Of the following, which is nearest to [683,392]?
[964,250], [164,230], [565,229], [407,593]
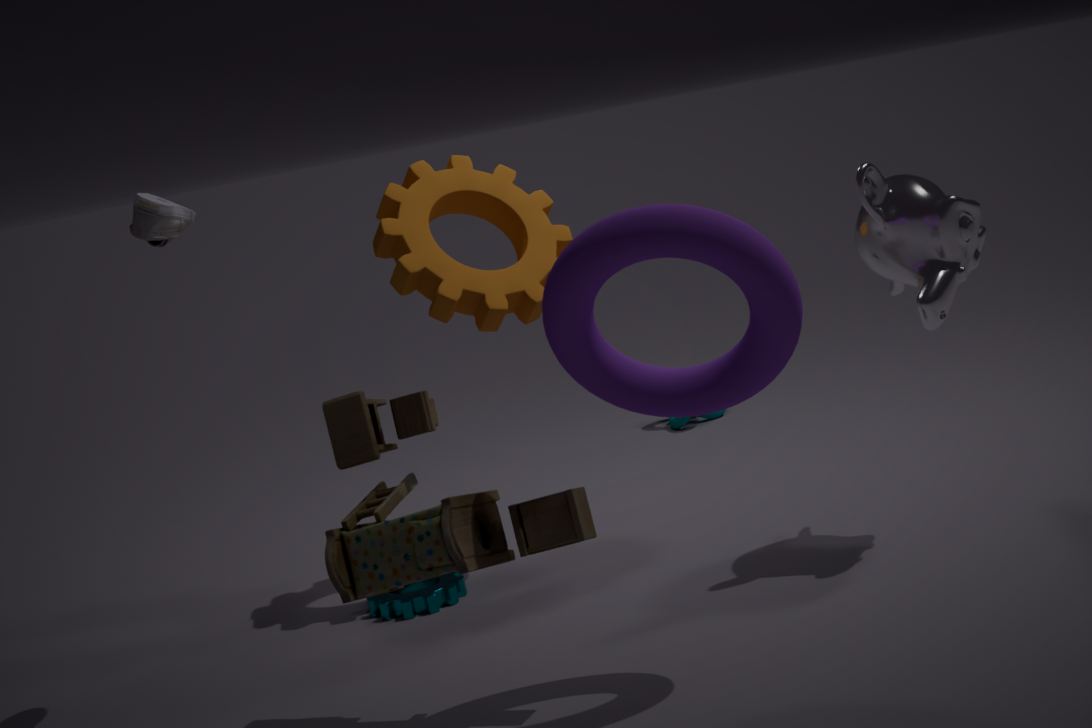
[964,250]
